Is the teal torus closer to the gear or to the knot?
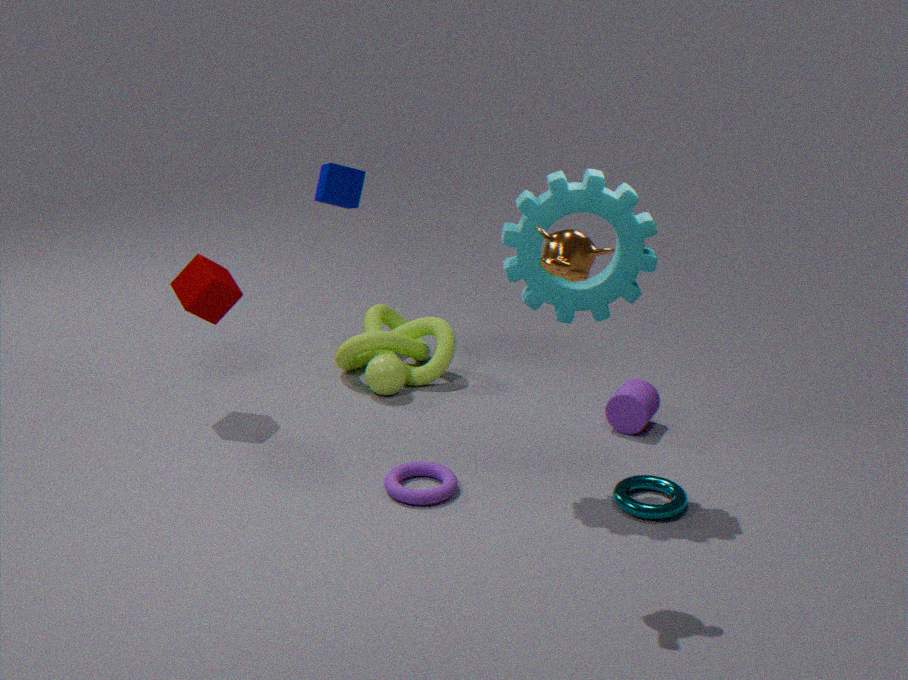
the gear
